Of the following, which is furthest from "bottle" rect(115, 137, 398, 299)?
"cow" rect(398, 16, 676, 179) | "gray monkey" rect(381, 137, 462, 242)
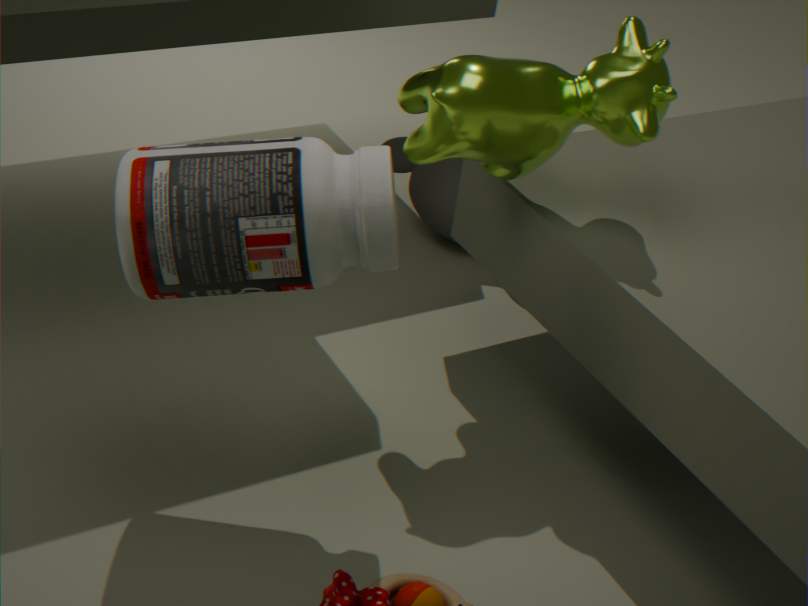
"gray monkey" rect(381, 137, 462, 242)
